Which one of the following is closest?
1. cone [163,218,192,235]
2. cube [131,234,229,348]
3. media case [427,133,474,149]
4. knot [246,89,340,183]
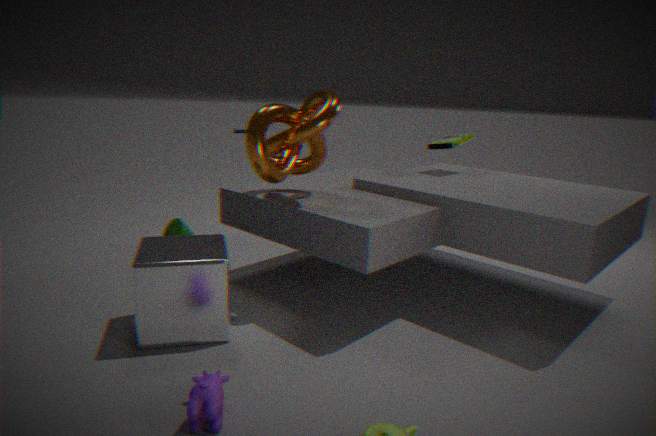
cube [131,234,229,348]
